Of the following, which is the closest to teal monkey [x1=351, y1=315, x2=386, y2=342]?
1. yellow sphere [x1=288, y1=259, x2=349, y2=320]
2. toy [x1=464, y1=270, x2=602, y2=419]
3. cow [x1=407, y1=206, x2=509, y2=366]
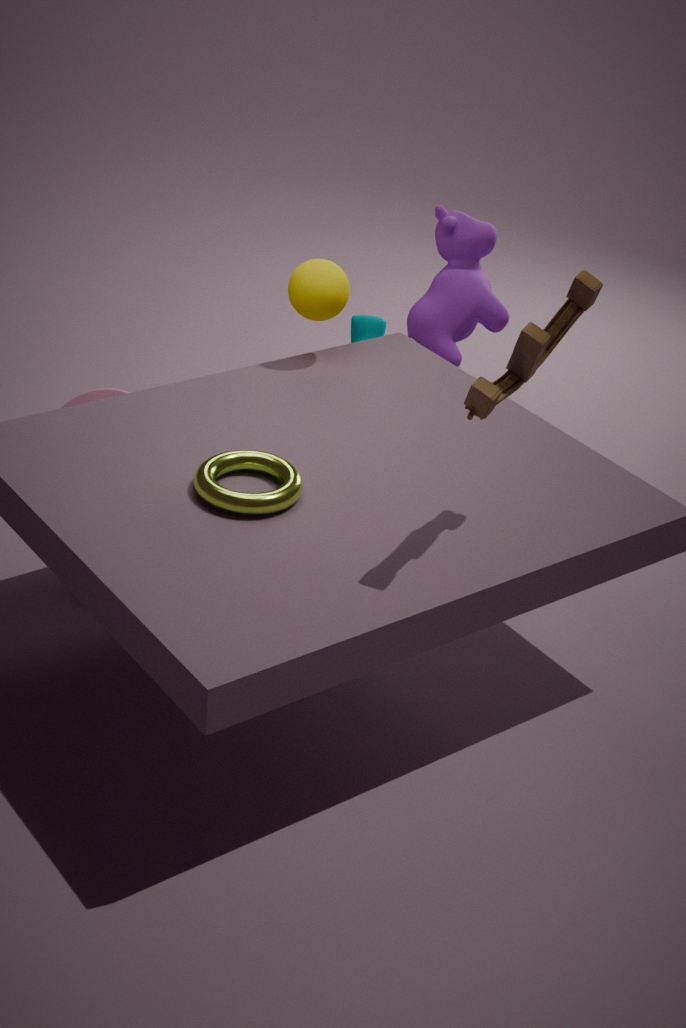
cow [x1=407, y1=206, x2=509, y2=366]
